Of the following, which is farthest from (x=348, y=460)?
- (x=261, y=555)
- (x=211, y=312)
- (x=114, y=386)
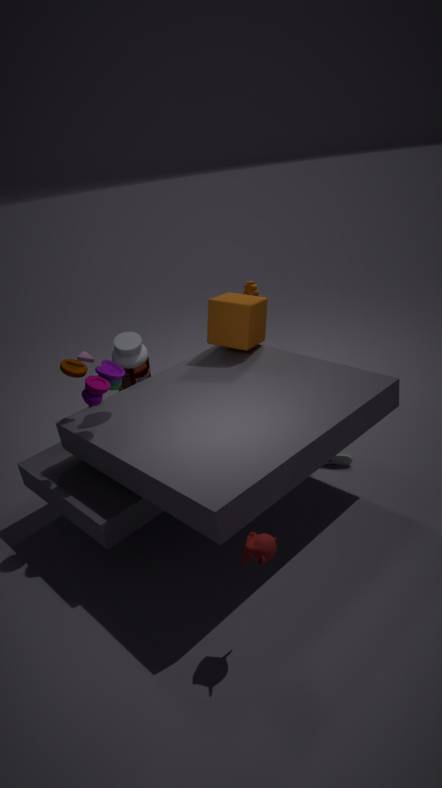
(x=114, y=386)
